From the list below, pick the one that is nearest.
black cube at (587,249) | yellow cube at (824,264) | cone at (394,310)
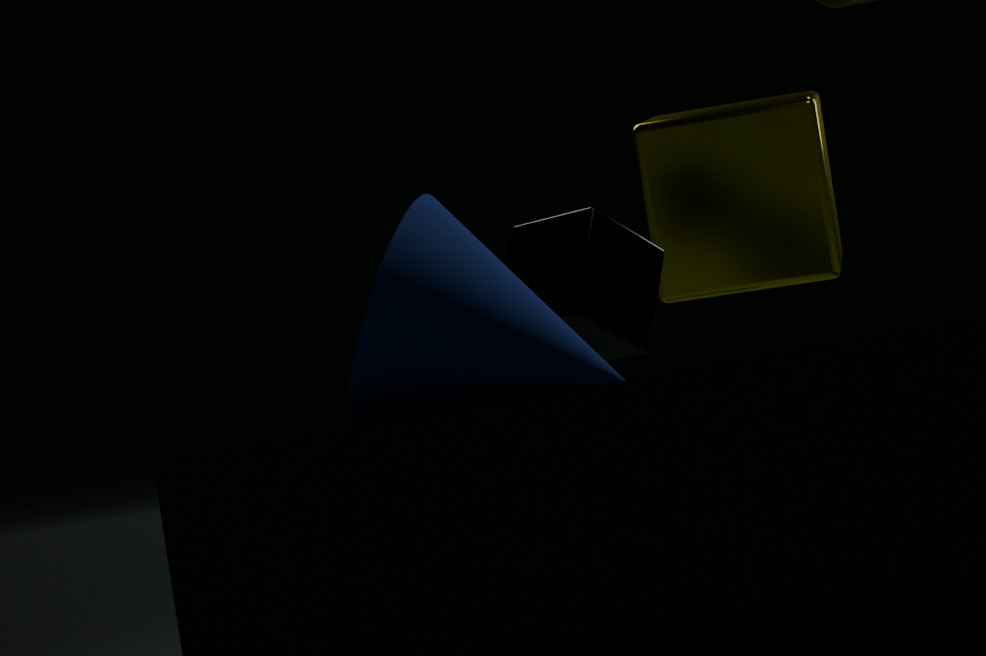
cone at (394,310)
